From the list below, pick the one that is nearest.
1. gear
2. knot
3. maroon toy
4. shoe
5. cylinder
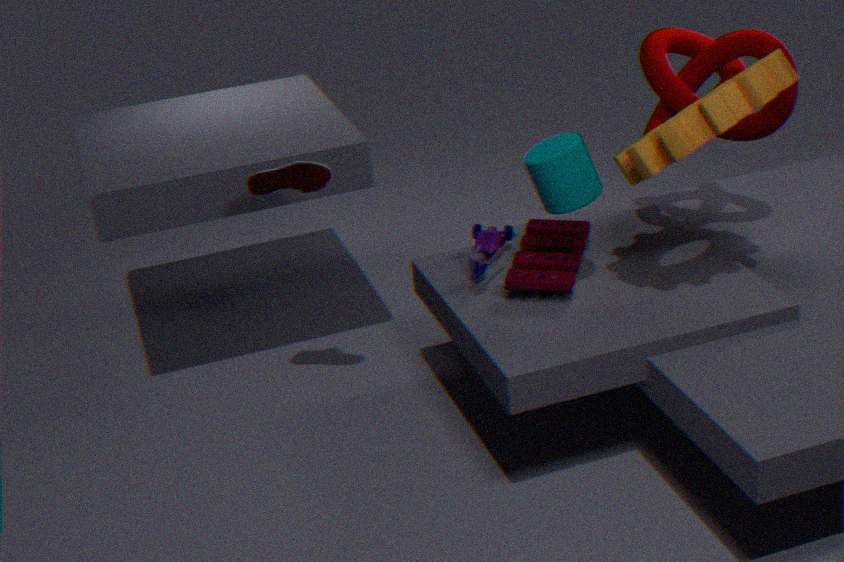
gear
